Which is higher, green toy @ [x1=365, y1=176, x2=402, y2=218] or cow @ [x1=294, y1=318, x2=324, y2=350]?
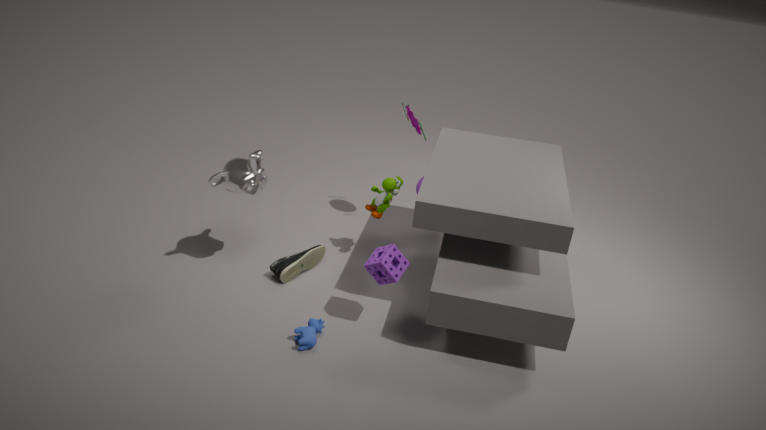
green toy @ [x1=365, y1=176, x2=402, y2=218]
